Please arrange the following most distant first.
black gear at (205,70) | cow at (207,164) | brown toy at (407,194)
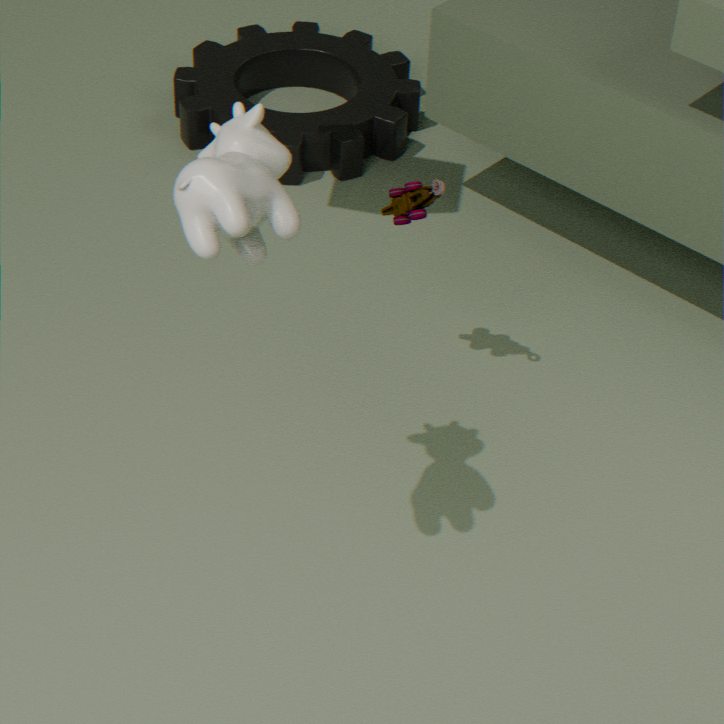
black gear at (205,70), brown toy at (407,194), cow at (207,164)
